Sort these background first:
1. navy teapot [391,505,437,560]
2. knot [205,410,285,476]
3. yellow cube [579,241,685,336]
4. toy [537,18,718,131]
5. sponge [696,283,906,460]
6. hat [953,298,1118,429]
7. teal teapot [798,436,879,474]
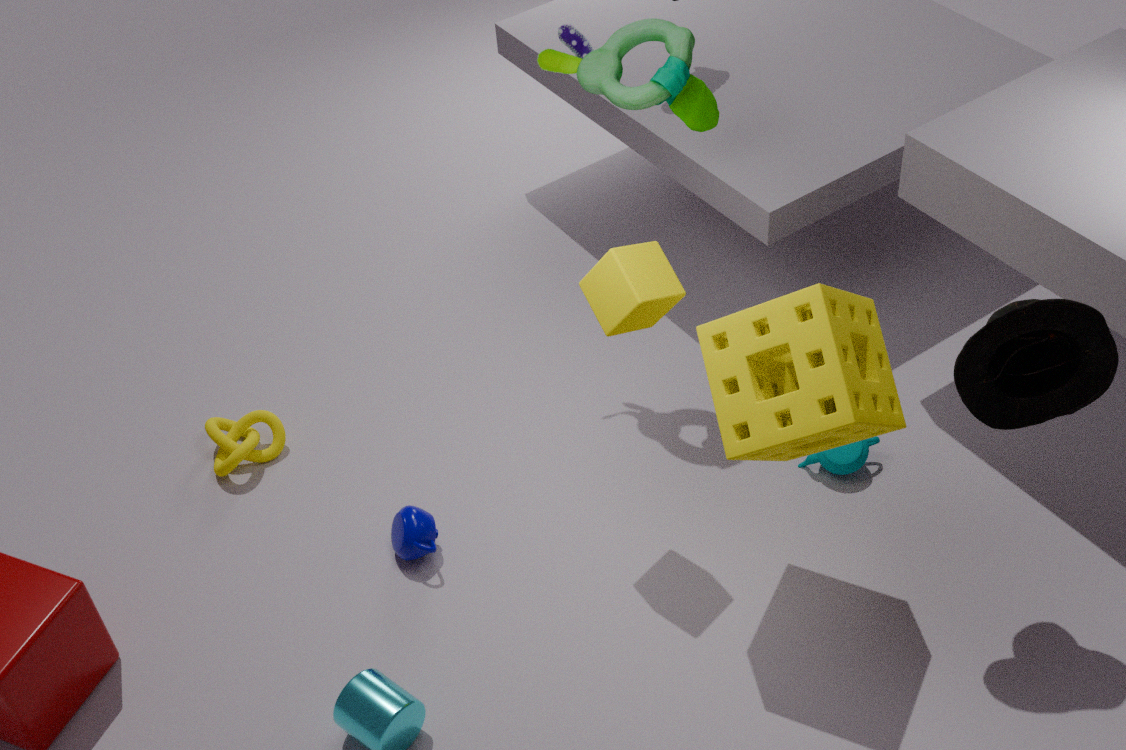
knot [205,410,285,476]
teal teapot [798,436,879,474]
navy teapot [391,505,437,560]
toy [537,18,718,131]
yellow cube [579,241,685,336]
sponge [696,283,906,460]
hat [953,298,1118,429]
